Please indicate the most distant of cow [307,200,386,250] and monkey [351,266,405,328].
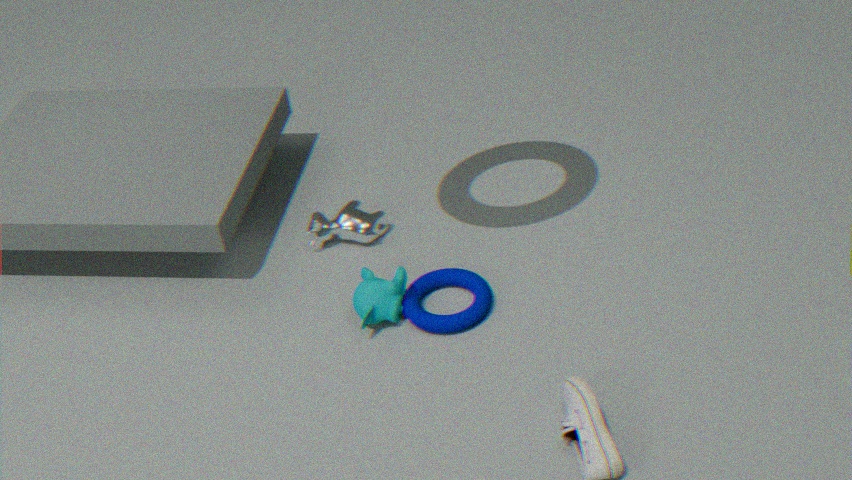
cow [307,200,386,250]
